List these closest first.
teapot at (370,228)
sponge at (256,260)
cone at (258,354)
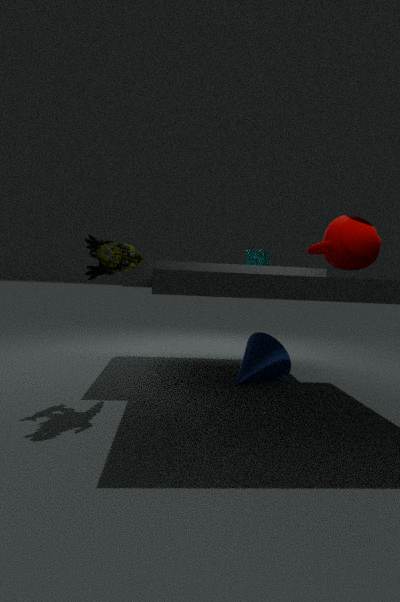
teapot at (370,228) < cone at (258,354) < sponge at (256,260)
